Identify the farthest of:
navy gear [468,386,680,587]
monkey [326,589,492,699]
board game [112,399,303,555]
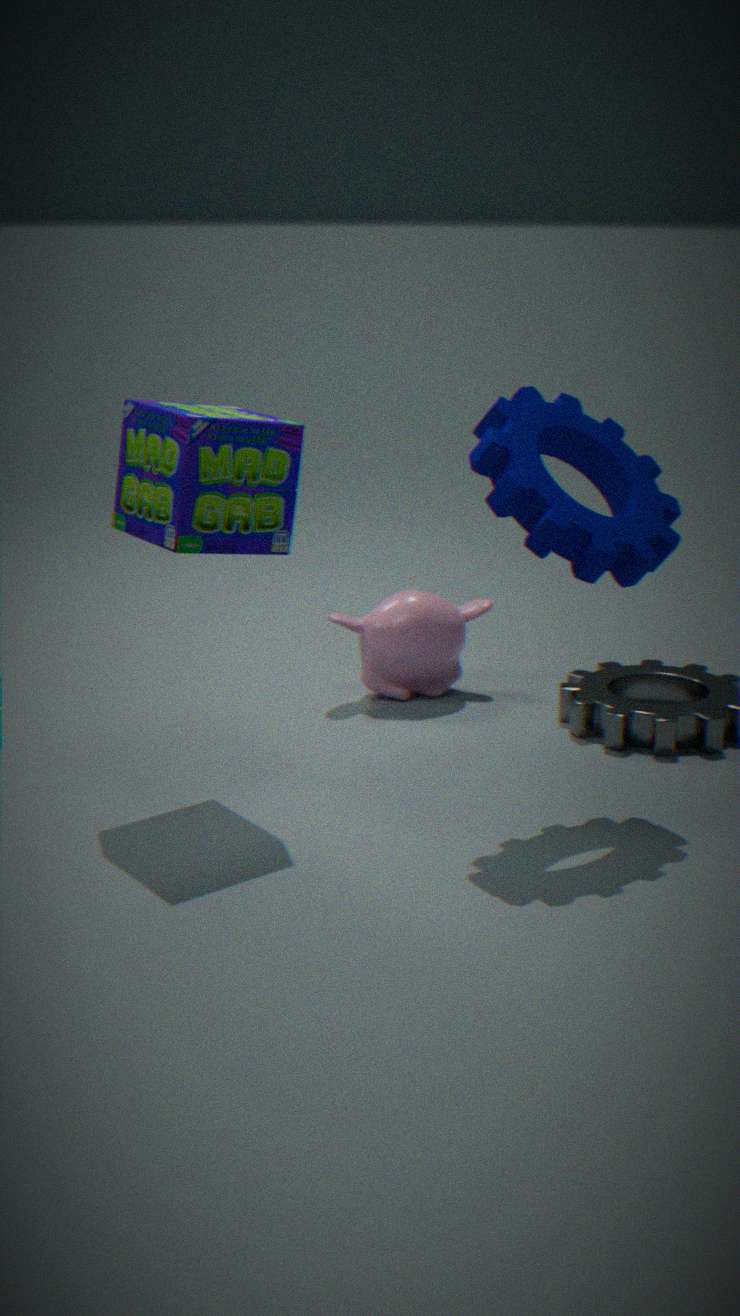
monkey [326,589,492,699]
